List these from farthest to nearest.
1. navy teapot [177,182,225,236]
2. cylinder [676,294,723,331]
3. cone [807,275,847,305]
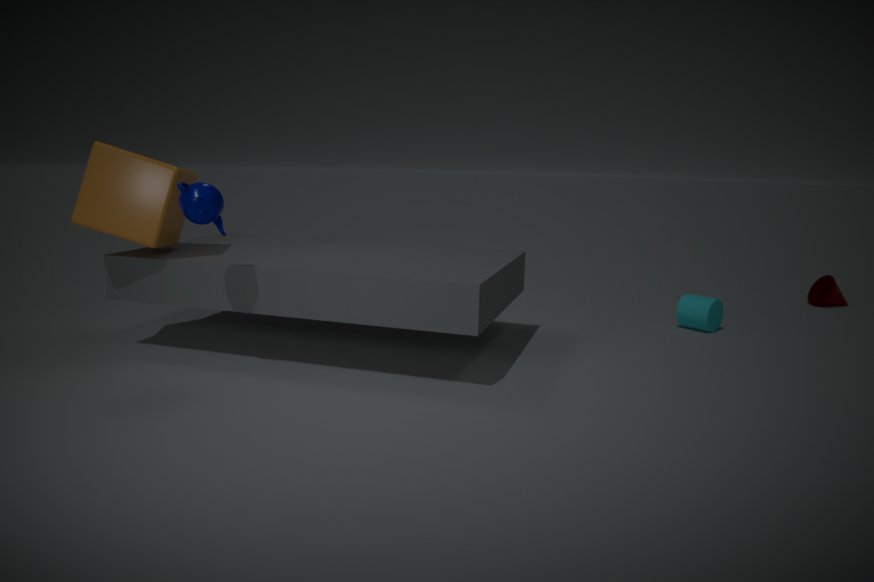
cone [807,275,847,305] < cylinder [676,294,723,331] < navy teapot [177,182,225,236]
